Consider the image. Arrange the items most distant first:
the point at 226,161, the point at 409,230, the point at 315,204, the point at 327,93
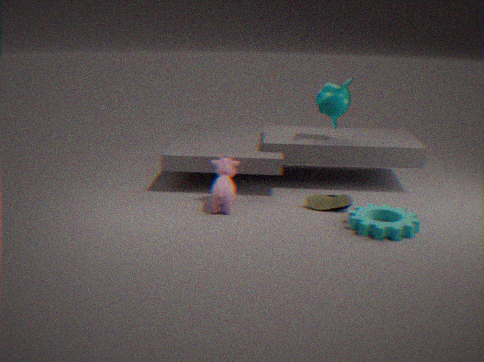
the point at 327,93
the point at 226,161
the point at 315,204
the point at 409,230
